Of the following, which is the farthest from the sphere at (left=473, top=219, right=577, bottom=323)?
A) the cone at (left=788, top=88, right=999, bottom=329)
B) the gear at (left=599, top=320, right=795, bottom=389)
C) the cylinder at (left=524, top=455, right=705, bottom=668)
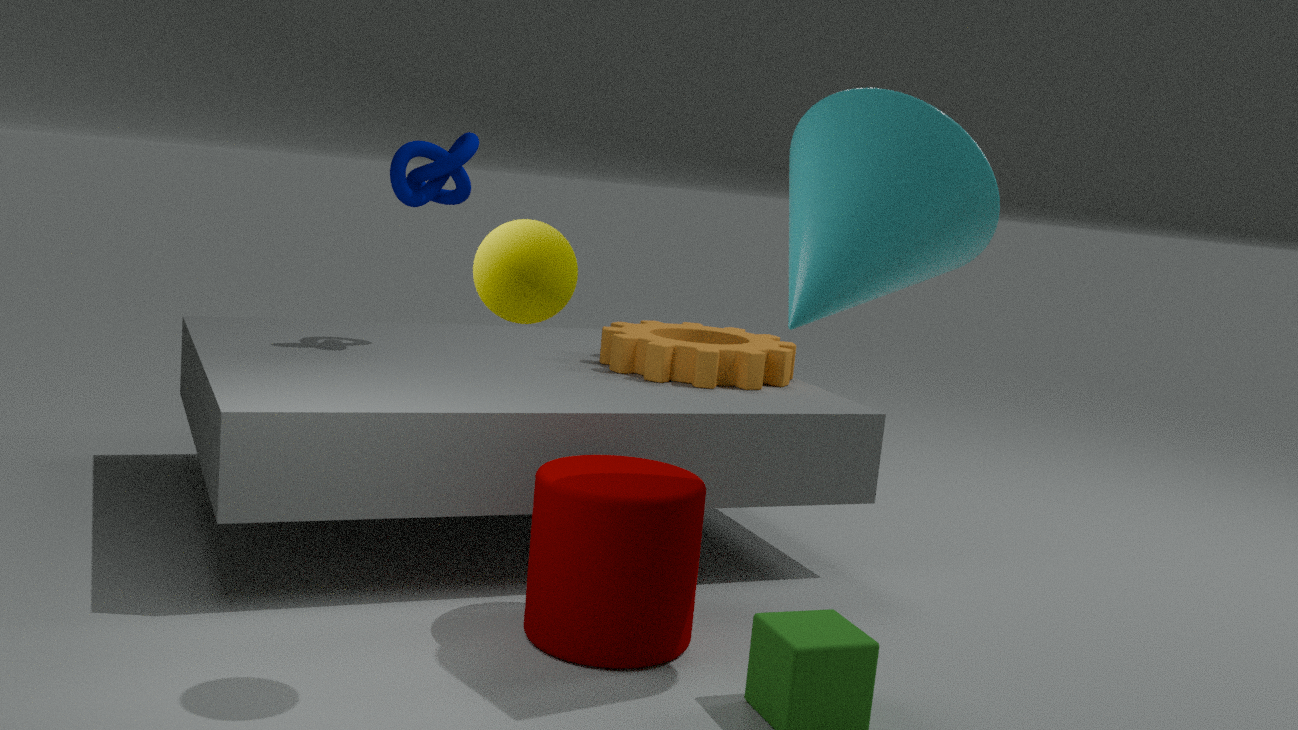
the gear at (left=599, top=320, right=795, bottom=389)
